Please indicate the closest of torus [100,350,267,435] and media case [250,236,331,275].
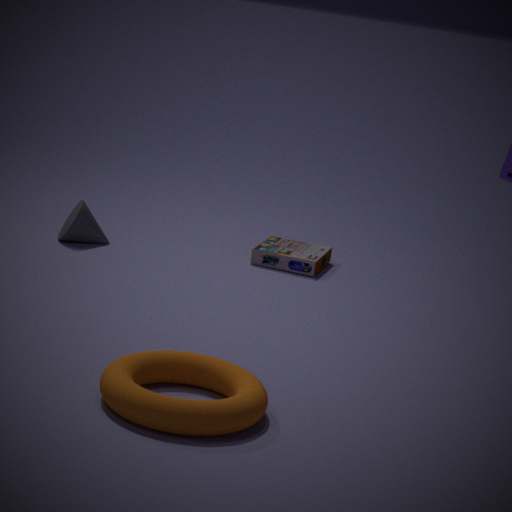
torus [100,350,267,435]
